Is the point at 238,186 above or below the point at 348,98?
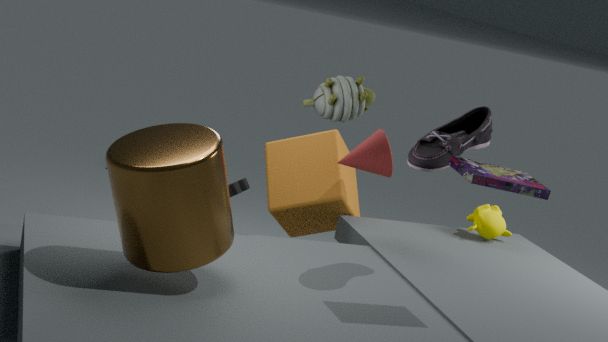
below
